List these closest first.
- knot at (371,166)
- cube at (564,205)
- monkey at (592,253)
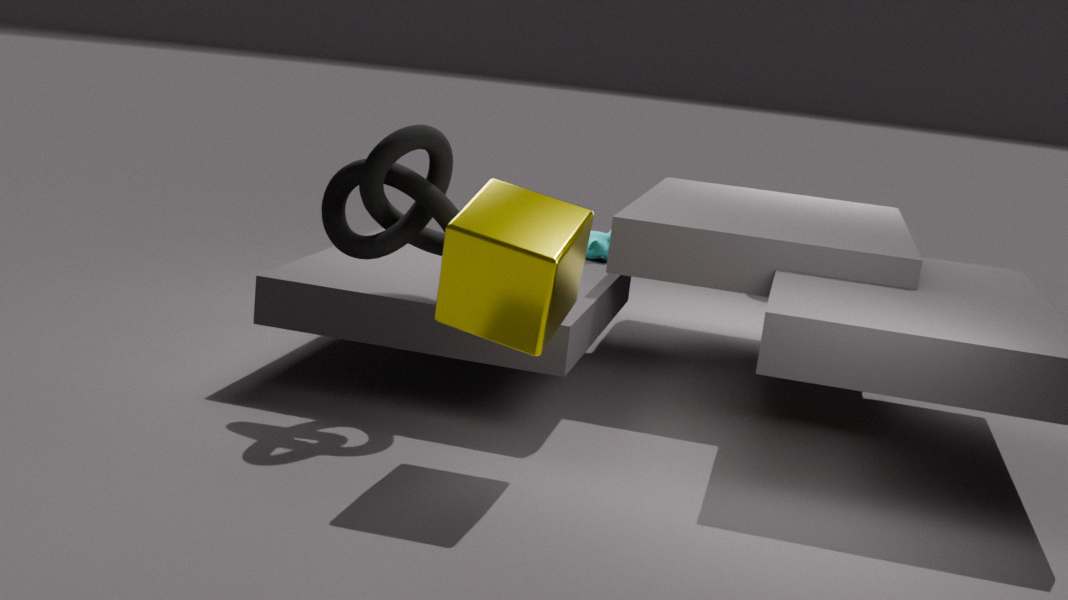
1. cube at (564,205)
2. knot at (371,166)
3. monkey at (592,253)
